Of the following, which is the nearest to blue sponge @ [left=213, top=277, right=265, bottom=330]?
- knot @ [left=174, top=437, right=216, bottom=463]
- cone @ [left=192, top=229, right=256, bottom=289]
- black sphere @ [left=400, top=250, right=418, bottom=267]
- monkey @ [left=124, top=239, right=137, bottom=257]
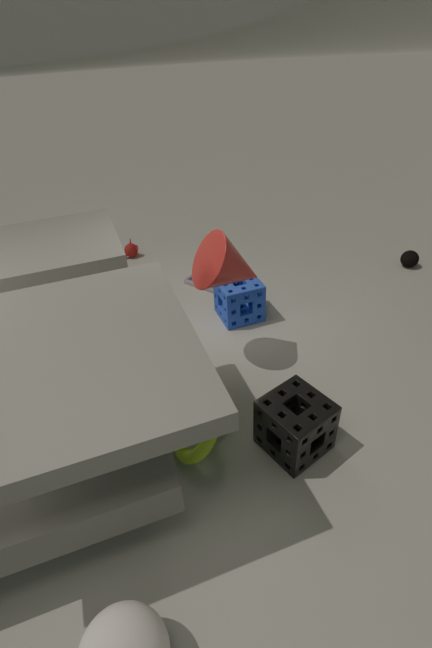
cone @ [left=192, top=229, right=256, bottom=289]
